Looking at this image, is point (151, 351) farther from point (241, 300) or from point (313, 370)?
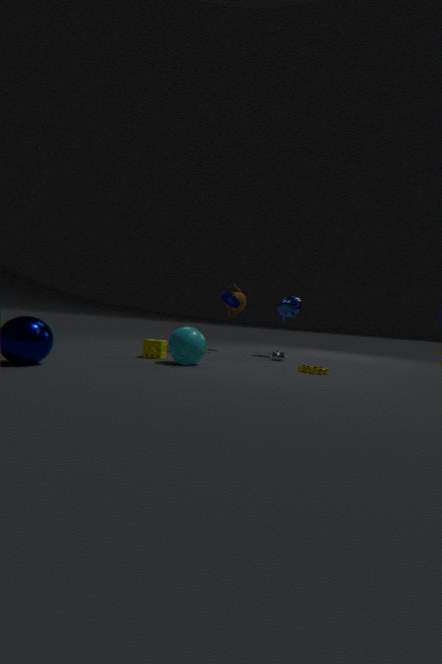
point (241, 300)
